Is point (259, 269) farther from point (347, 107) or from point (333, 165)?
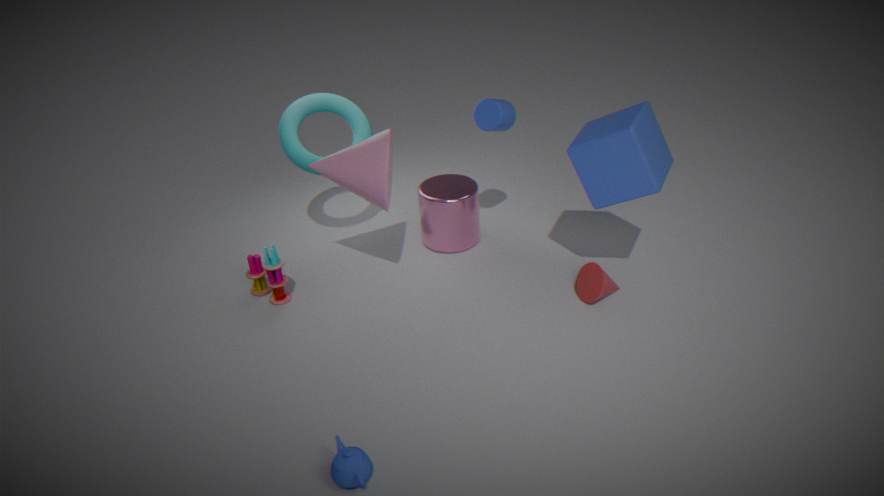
Answer: point (347, 107)
